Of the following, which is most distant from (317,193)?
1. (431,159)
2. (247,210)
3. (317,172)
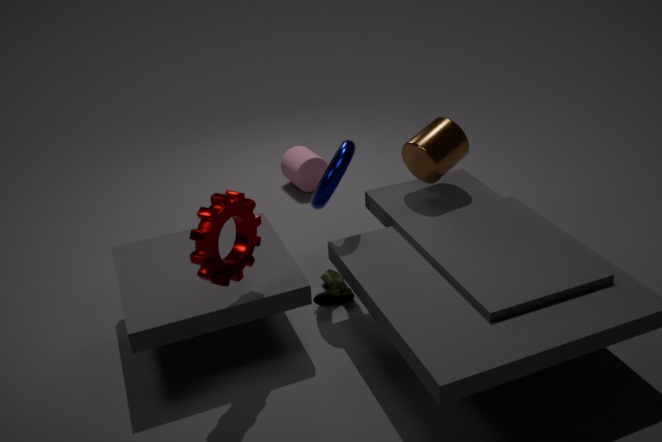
(317,172)
